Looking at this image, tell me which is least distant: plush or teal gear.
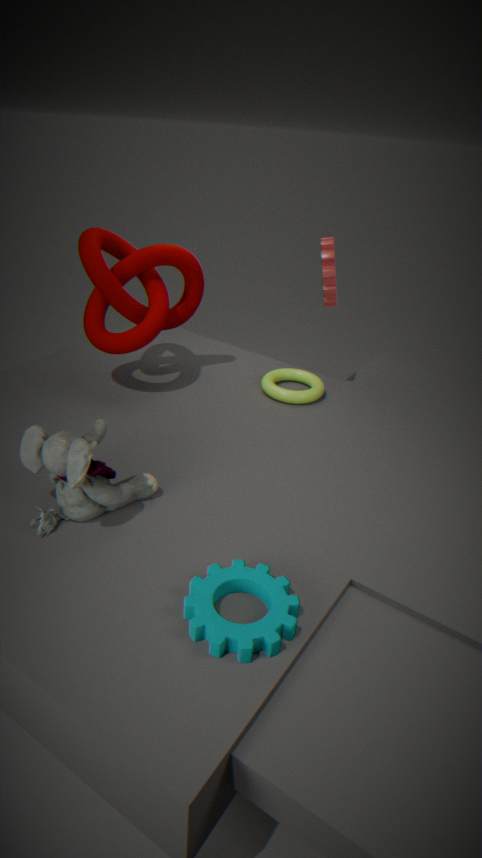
teal gear
